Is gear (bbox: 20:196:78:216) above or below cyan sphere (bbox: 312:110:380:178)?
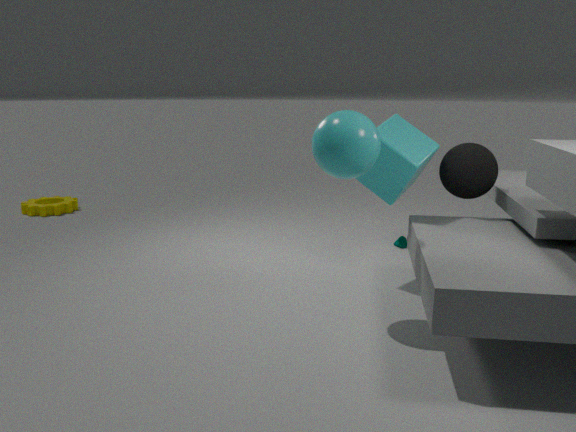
below
